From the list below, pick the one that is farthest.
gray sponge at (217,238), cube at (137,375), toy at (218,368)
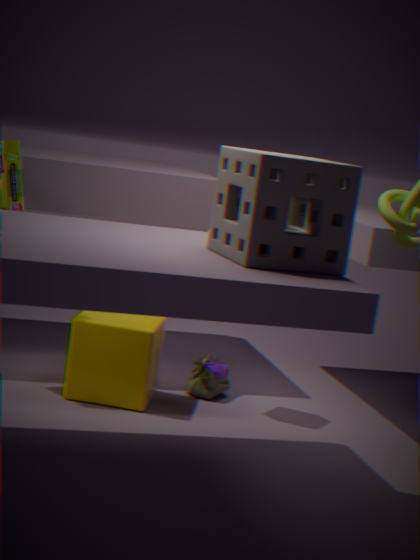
toy at (218,368)
